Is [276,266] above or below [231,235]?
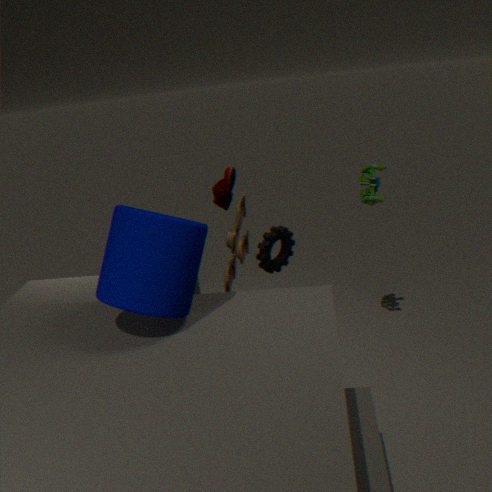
below
